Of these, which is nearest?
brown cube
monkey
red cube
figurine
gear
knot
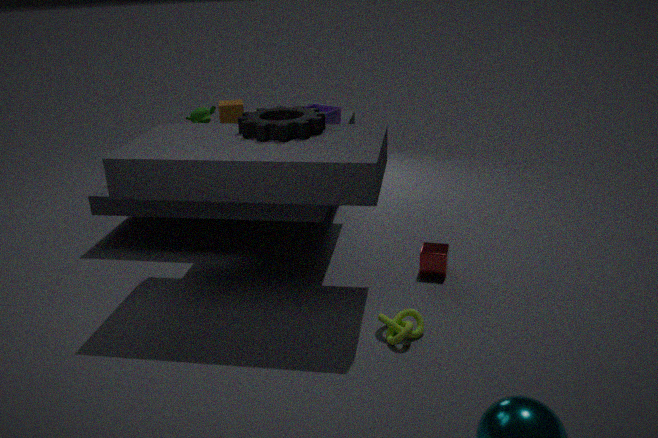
knot
